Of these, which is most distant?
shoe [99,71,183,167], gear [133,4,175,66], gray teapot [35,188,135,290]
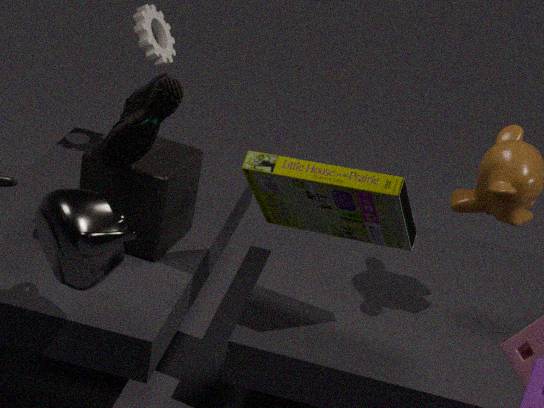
gear [133,4,175,66]
